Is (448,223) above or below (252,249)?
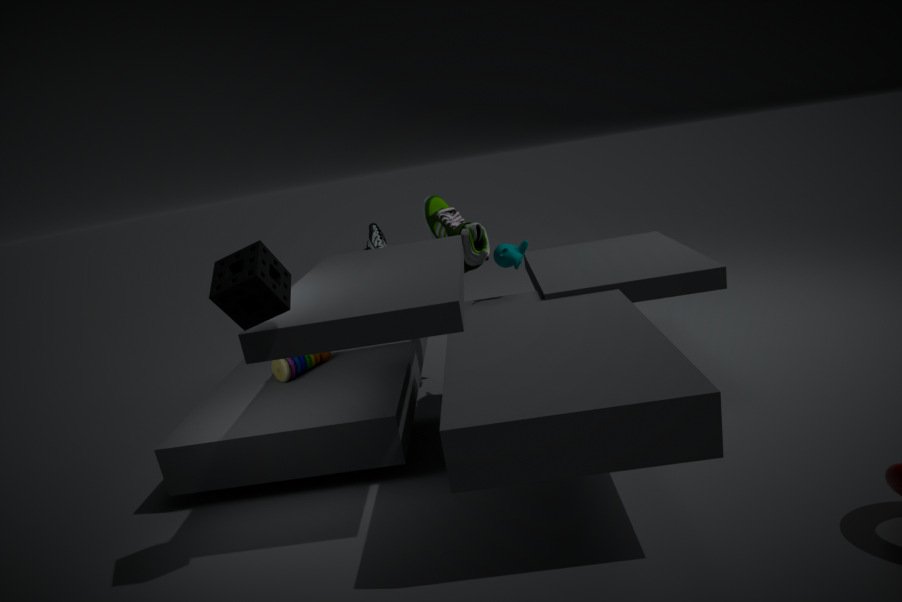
below
